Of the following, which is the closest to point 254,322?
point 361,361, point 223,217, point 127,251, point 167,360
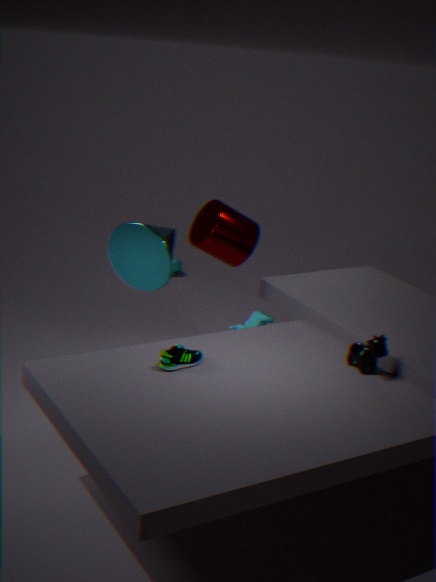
point 127,251
